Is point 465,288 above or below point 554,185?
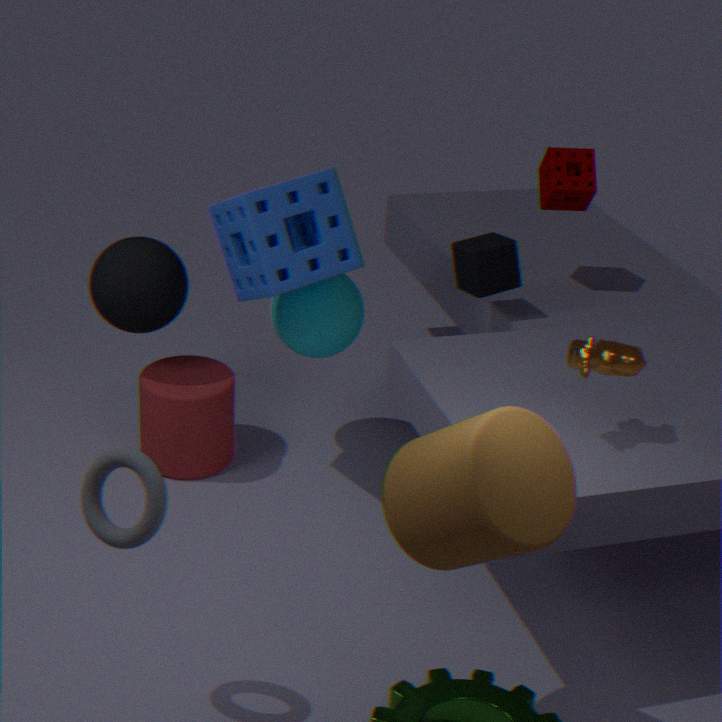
below
